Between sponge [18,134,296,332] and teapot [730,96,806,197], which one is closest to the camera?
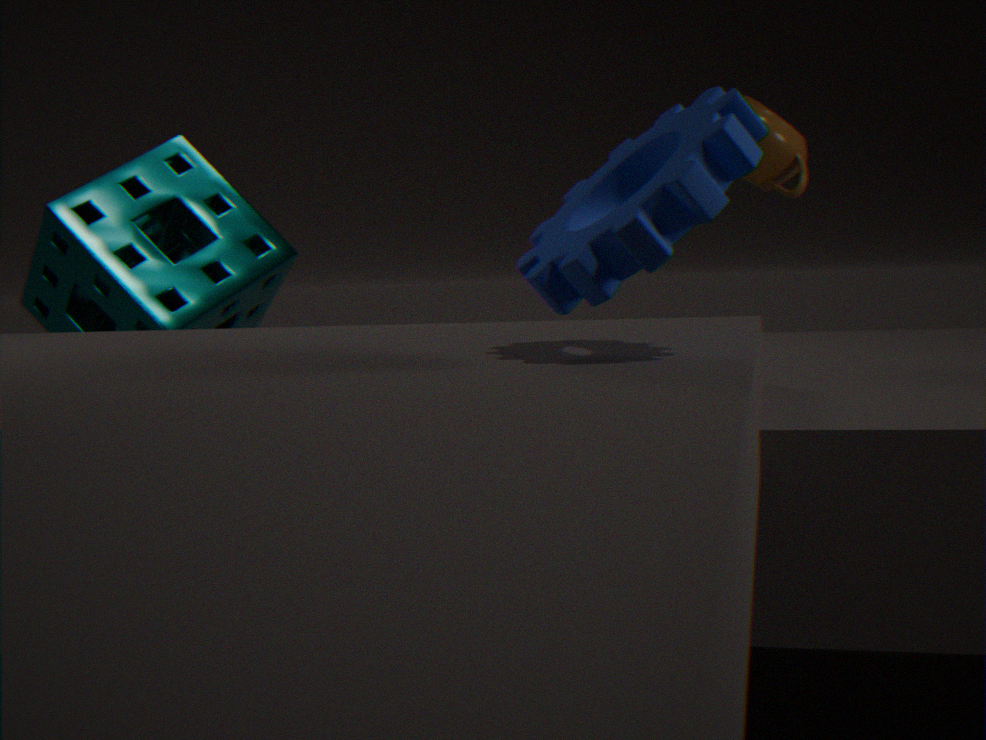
teapot [730,96,806,197]
